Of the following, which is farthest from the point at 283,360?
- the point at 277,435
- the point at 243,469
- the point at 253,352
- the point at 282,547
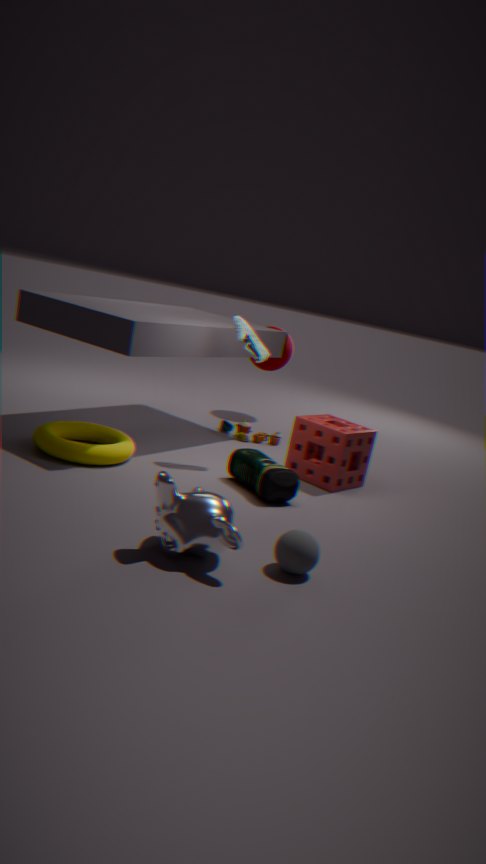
Result: the point at 282,547
